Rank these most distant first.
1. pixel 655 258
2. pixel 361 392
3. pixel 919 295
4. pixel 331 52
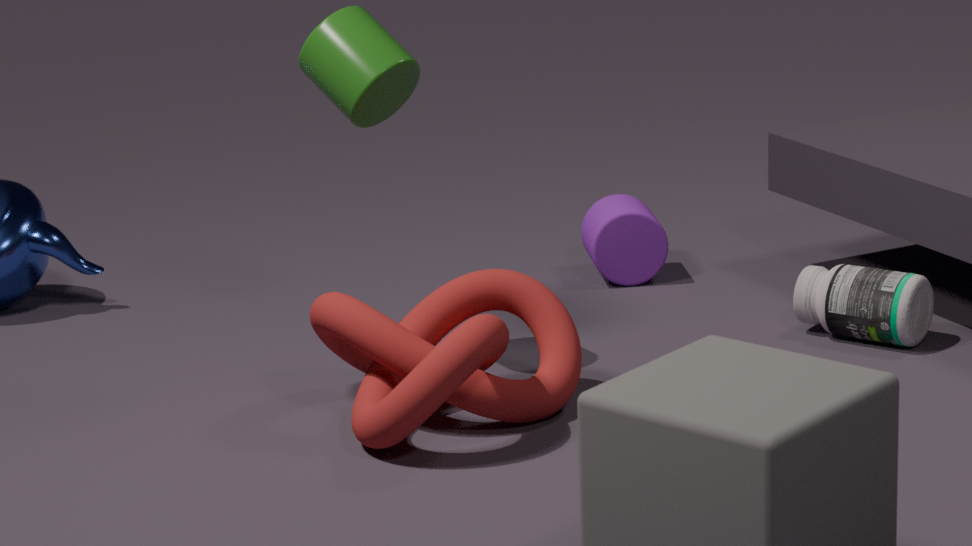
pixel 655 258 < pixel 919 295 < pixel 331 52 < pixel 361 392
